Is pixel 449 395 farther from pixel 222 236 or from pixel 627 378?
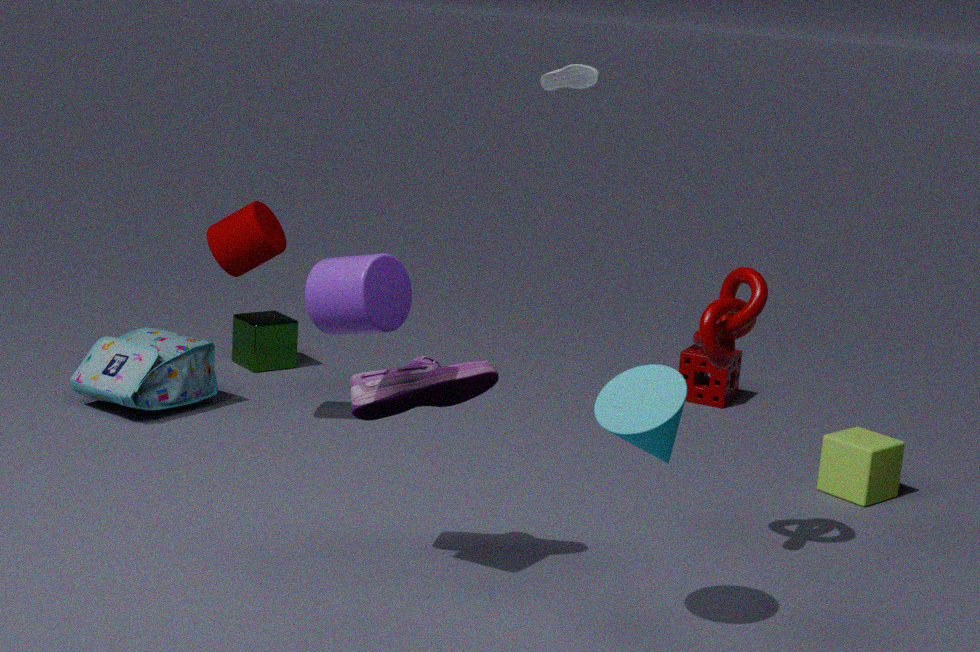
pixel 222 236
